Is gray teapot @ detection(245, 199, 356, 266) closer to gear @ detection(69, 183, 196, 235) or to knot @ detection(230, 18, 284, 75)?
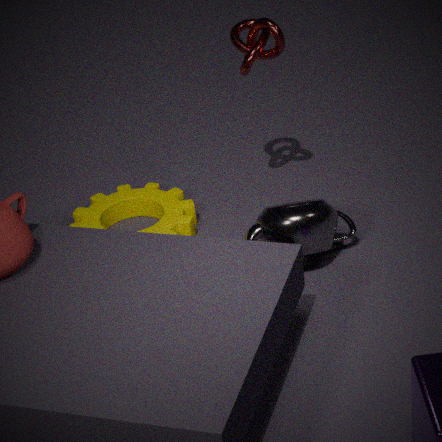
gear @ detection(69, 183, 196, 235)
